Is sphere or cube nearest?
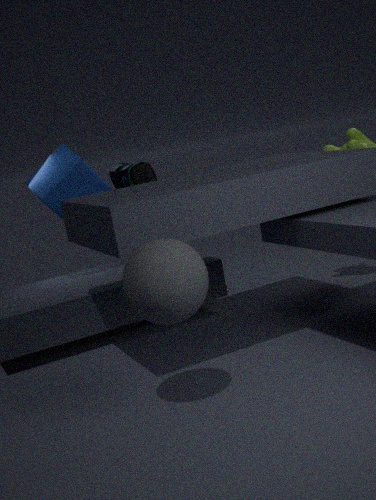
sphere
